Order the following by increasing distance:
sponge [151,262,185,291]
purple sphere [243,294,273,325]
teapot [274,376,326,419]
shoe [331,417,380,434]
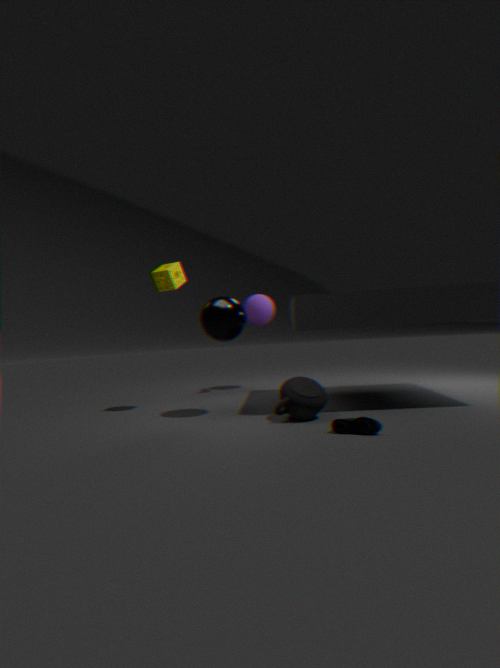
shoe [331,417,380,434] < teapot [274,376,326,419] < sponge [151,262,185,291] < purple sphere [243,294,273,325]
